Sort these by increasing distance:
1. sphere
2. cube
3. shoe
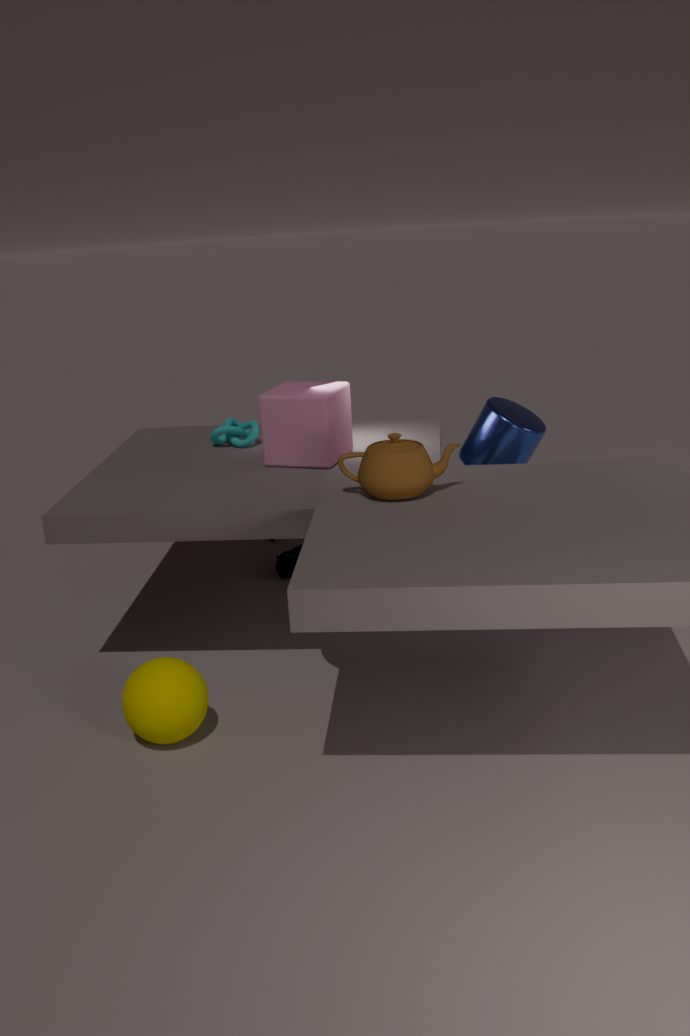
sphere
cube
shoe
